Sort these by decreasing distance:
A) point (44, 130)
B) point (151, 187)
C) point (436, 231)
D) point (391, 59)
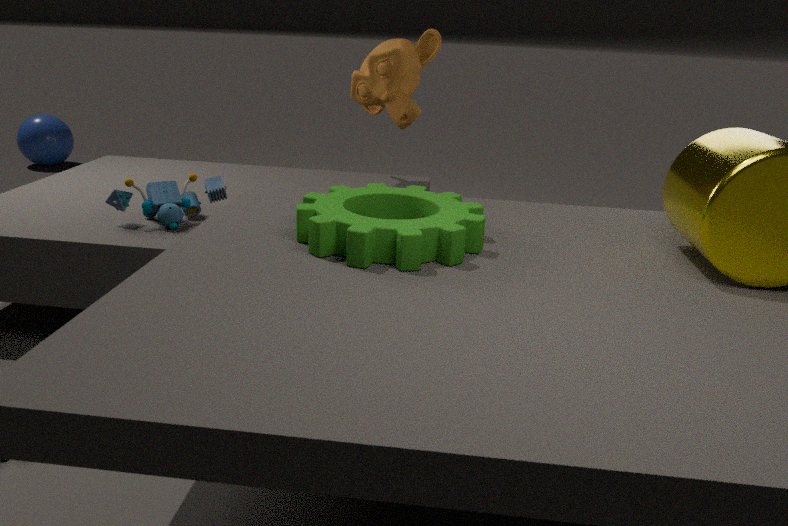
point (44, 130) → point (391, 59) → point (151, 187) → point (436, 231)
